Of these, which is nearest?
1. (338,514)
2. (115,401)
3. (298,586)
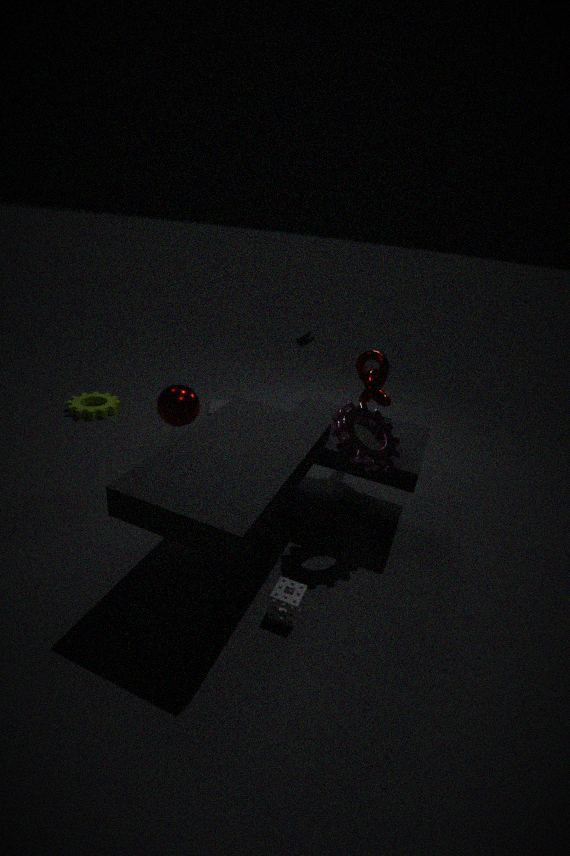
(298,586)
